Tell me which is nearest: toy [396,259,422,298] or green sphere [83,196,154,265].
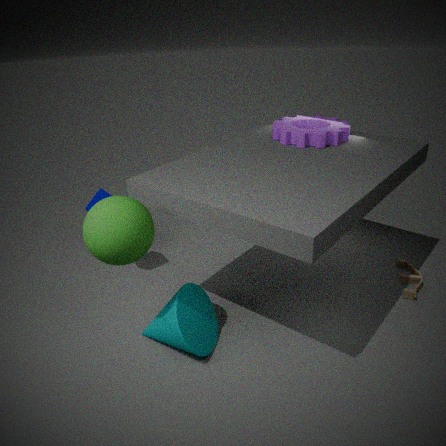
green sphere [83,196,154,265]
